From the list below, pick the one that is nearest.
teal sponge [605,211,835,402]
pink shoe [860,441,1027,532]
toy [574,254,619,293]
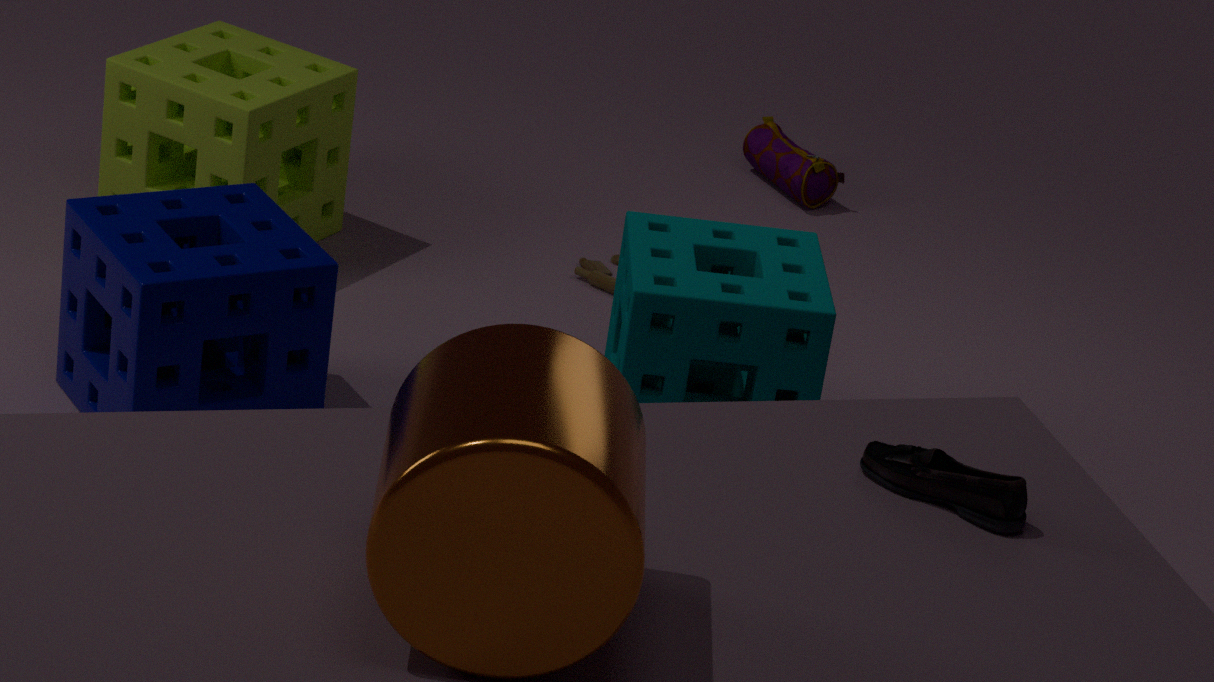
pink shoe [860,441,1027,532]
